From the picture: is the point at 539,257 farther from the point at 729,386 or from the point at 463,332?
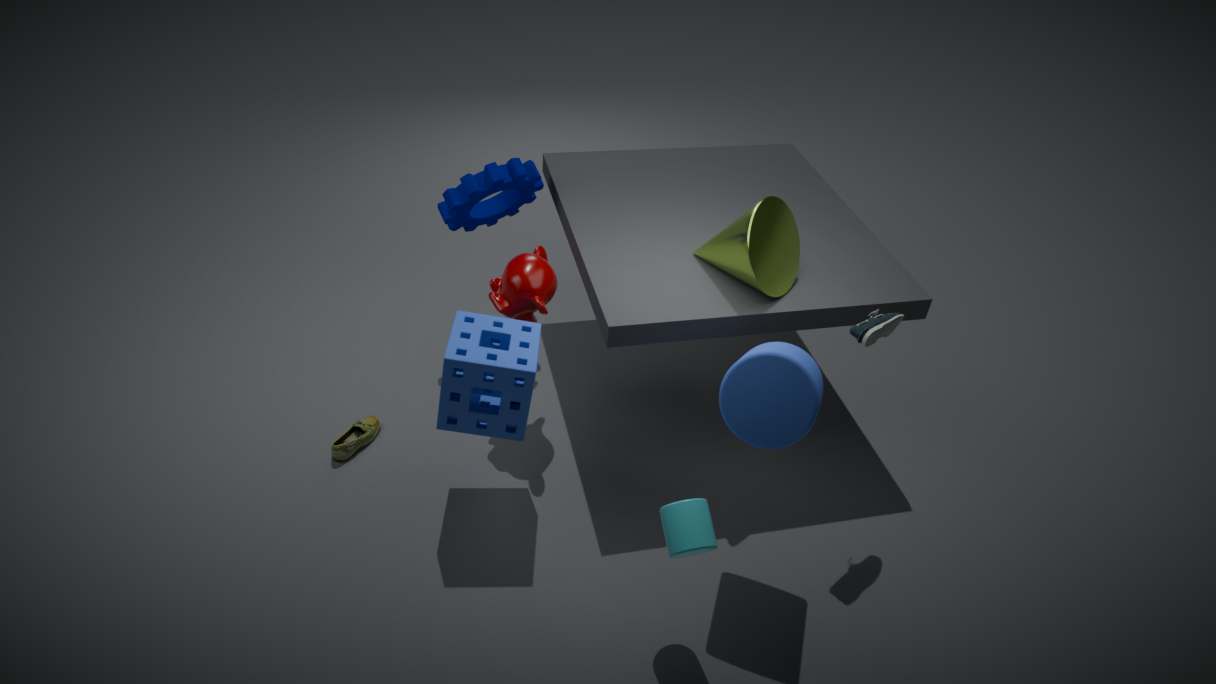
the point at 729,386
